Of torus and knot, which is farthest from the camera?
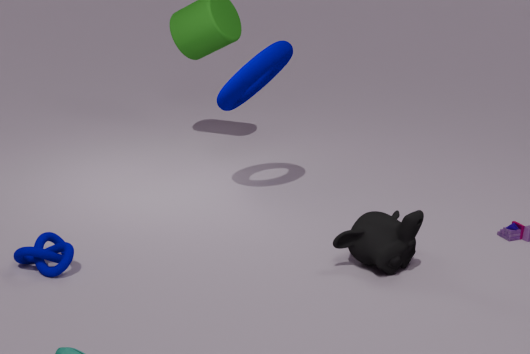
torus
